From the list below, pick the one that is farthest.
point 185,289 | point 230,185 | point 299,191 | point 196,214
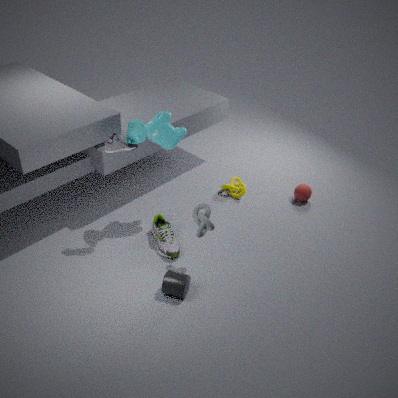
point 230,185
